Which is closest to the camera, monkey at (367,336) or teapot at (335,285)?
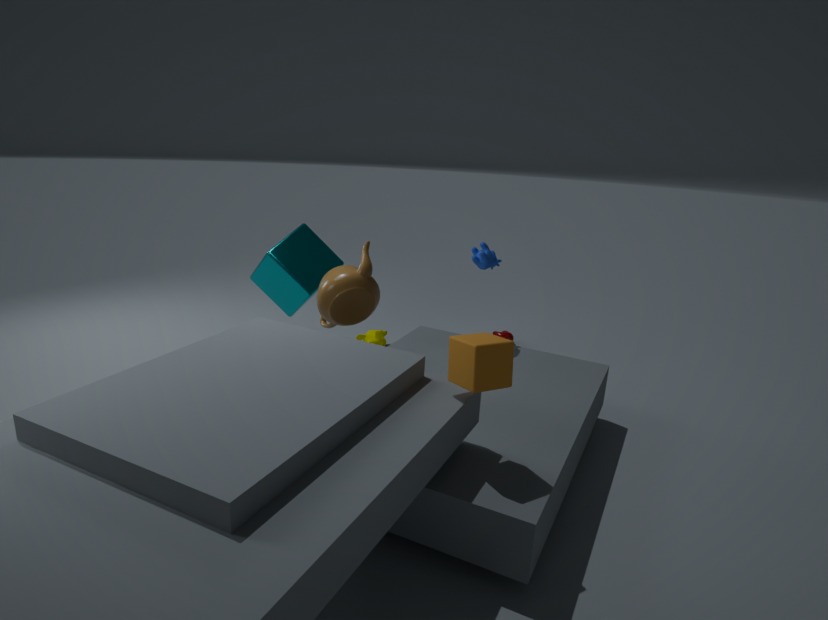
teapot at (335,285)
